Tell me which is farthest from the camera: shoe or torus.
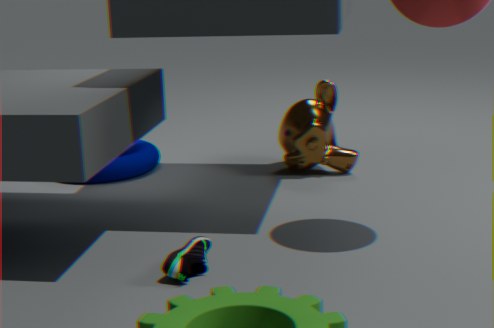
torus
